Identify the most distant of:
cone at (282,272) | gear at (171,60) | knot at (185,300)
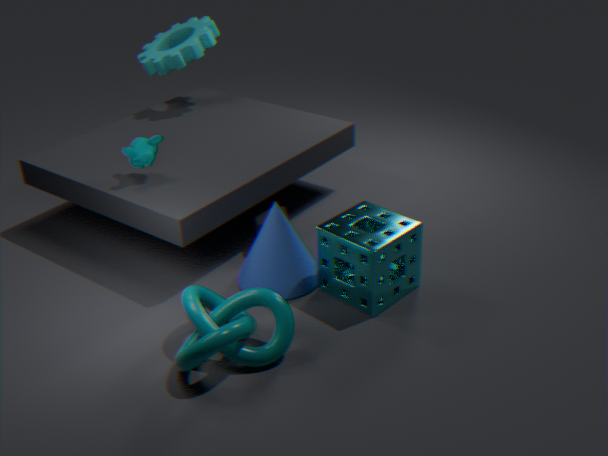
gear at (171,60)
